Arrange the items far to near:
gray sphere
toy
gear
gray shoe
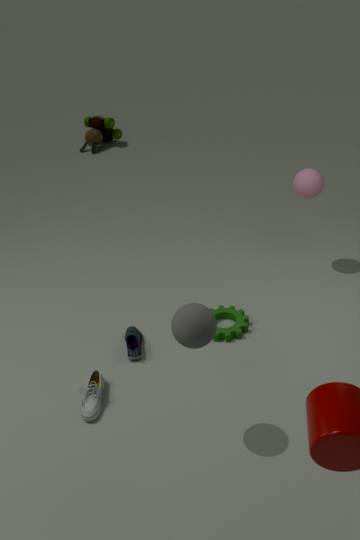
toy
gear
gray shoe
gray sphere
